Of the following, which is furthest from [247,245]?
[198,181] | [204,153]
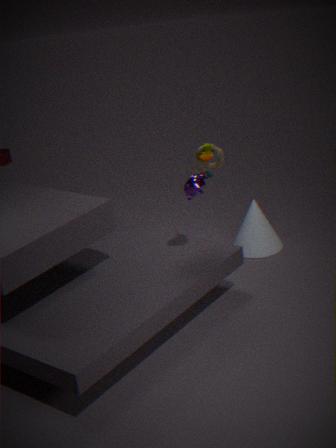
[204,153]
